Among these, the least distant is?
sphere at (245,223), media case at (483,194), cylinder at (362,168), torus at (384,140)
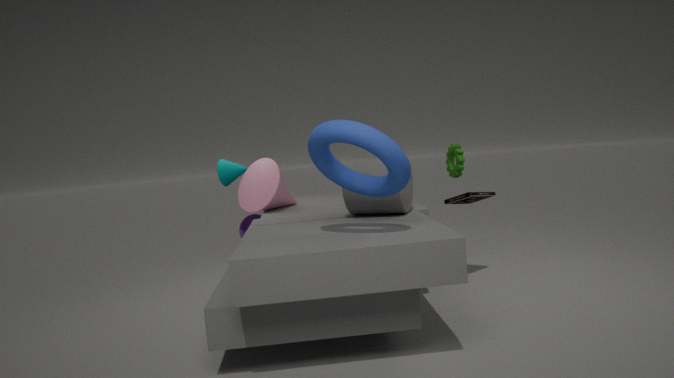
torus at (384,140)
